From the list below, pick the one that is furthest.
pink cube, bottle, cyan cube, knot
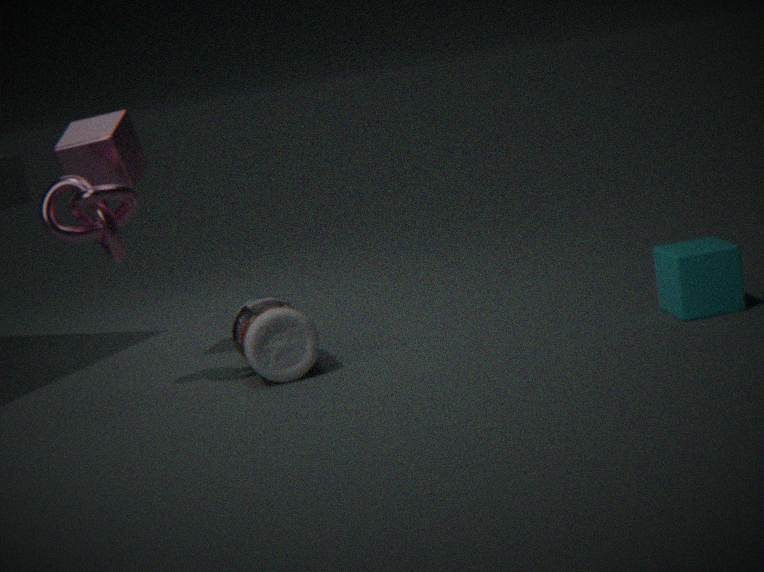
pink cube
